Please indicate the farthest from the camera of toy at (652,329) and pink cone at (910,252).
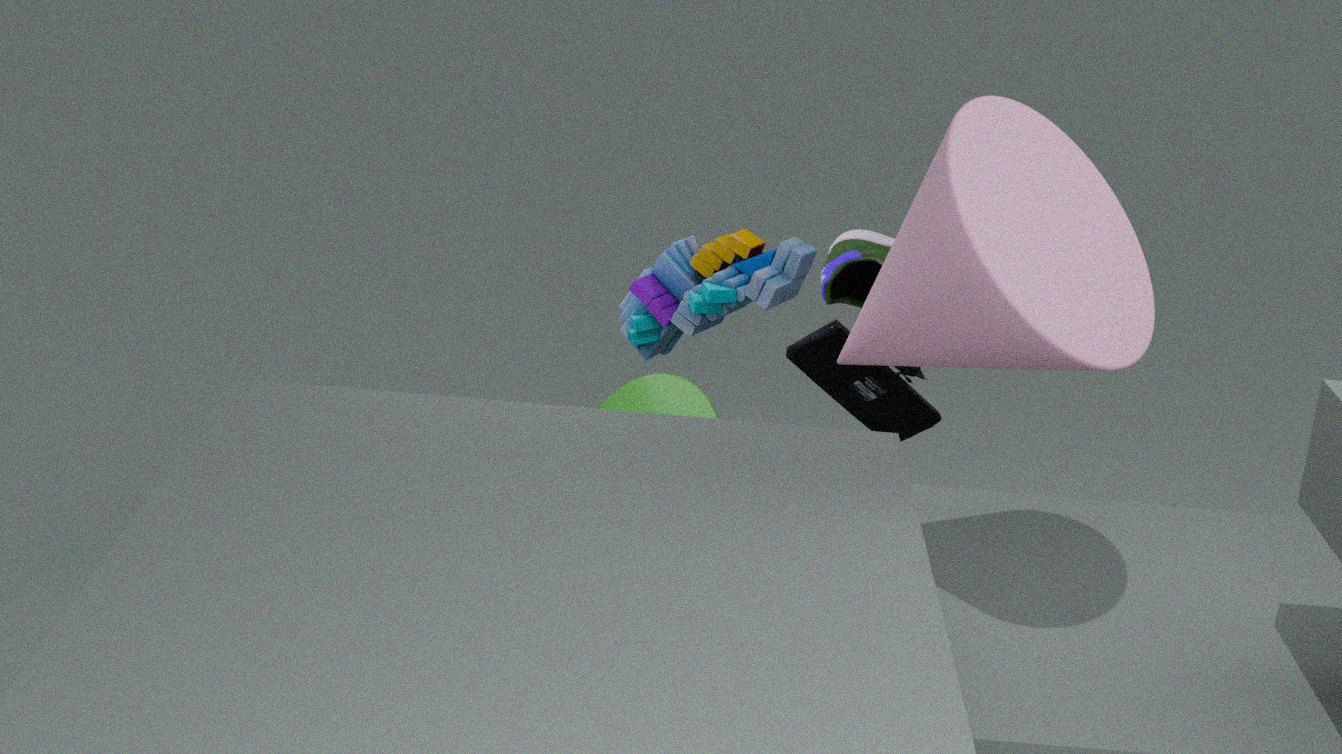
toy at (652,329)
